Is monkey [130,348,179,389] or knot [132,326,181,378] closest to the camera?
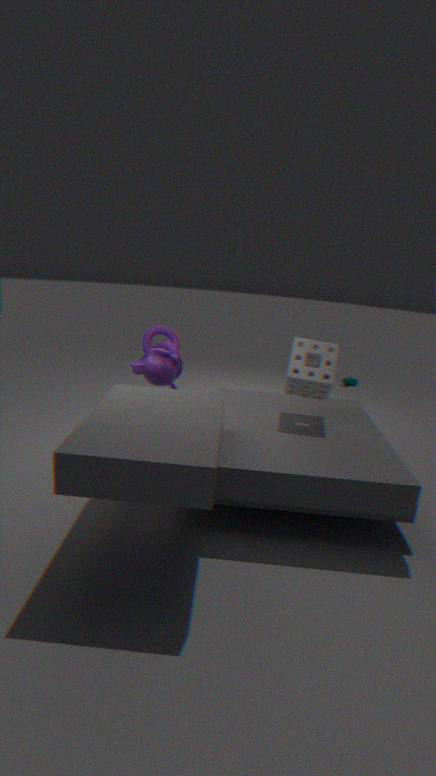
monkey [130,348,179,389]
